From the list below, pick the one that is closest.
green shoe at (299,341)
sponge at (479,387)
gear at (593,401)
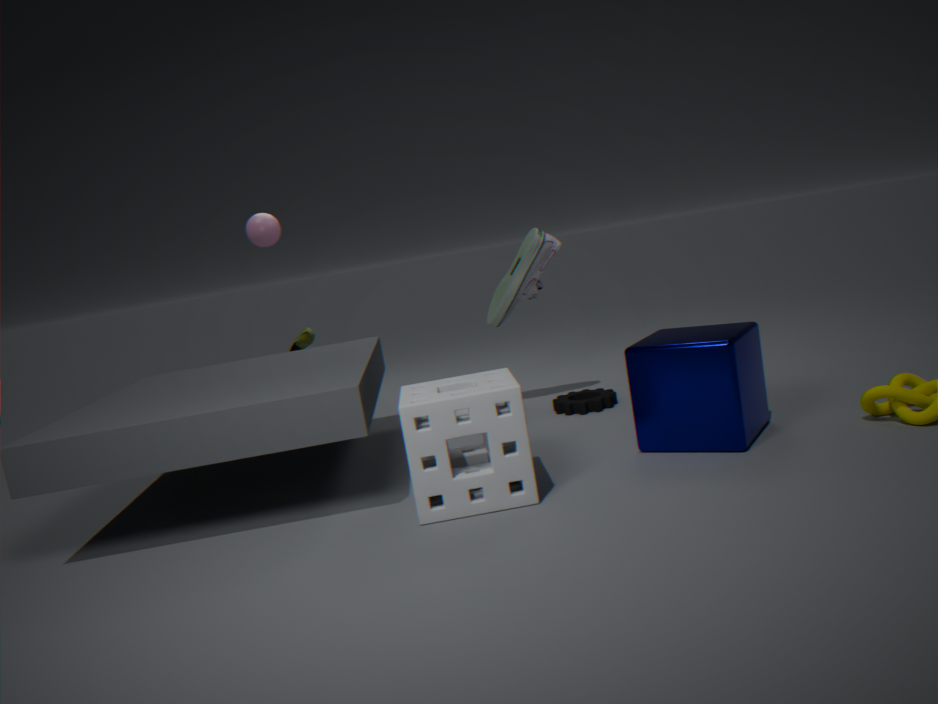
sponge at (479,387)
